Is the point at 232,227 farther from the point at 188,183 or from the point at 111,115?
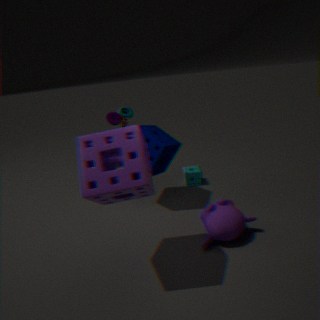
the point at 111,115
